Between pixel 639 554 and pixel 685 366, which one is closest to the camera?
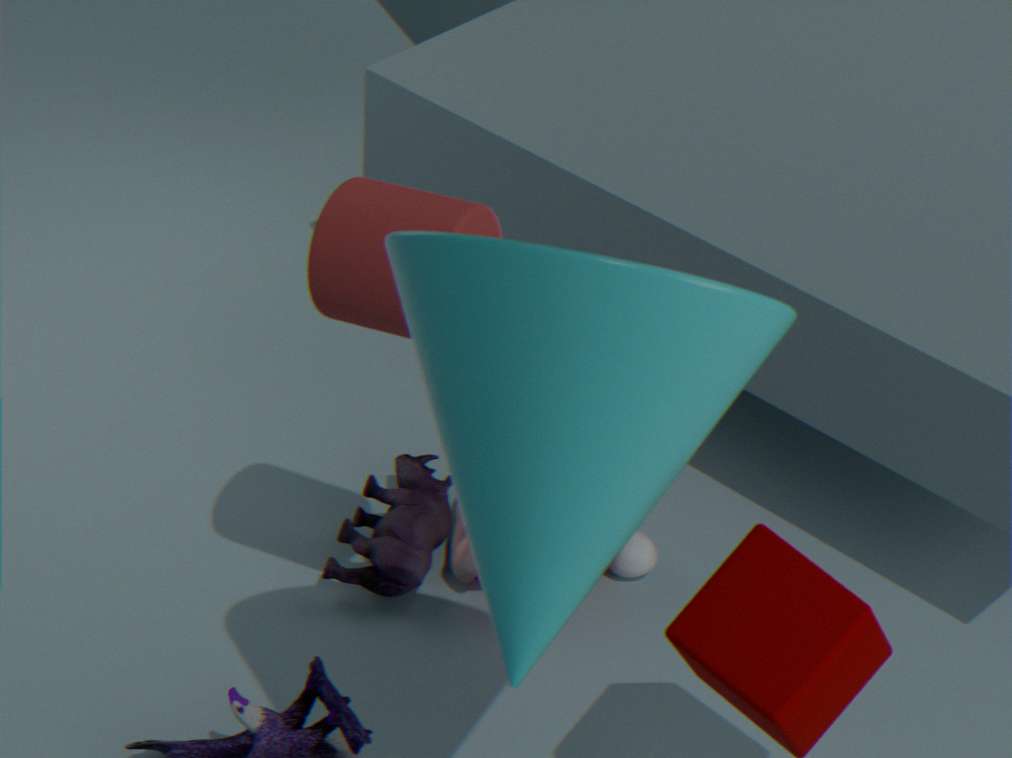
pixel 685 366
